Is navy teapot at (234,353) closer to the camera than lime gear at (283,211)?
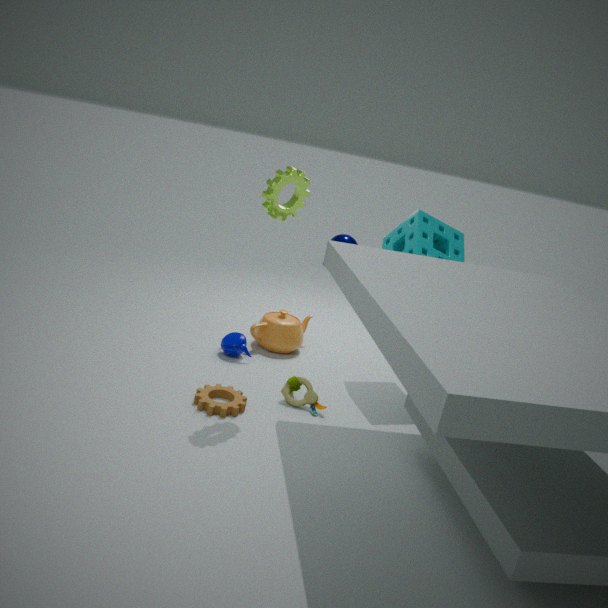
No
